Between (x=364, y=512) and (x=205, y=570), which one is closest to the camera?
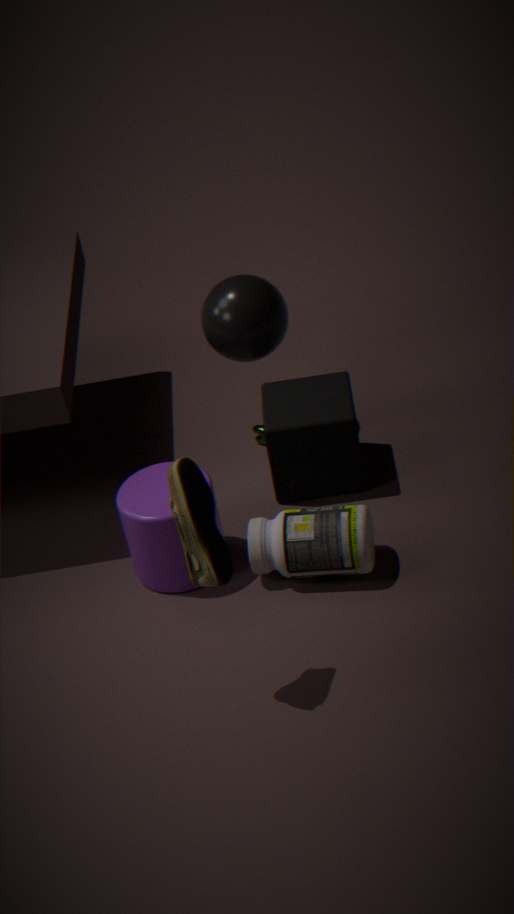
(x=205, y=570)
